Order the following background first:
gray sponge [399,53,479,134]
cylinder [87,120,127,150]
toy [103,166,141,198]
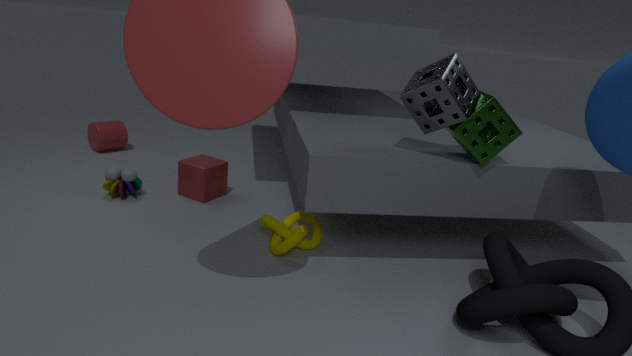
cylinder [87,120,127,150]
toy [103,166,141,198]
gray sponge [399,53,479,134]
